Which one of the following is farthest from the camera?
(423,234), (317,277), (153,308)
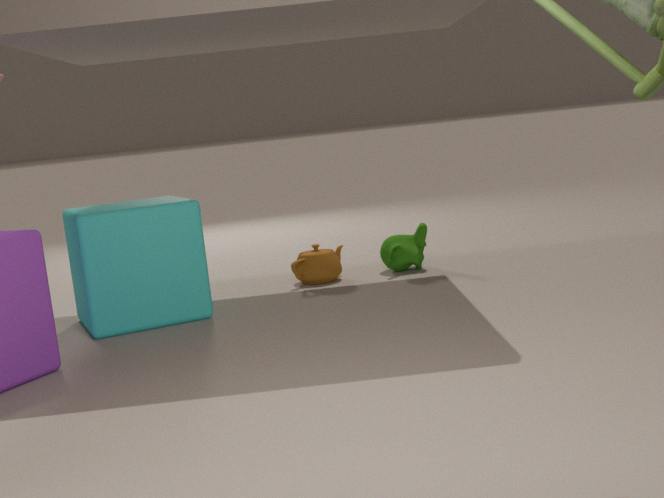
(423,234)
